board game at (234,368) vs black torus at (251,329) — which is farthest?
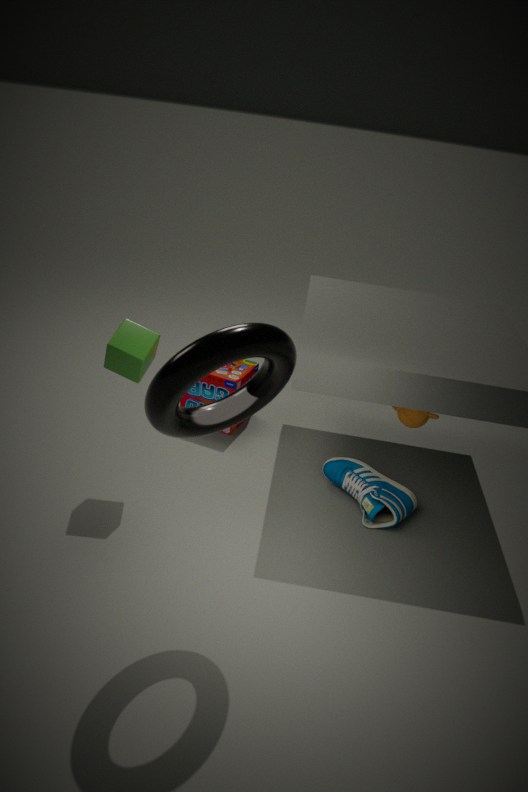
board game at (234,368)
